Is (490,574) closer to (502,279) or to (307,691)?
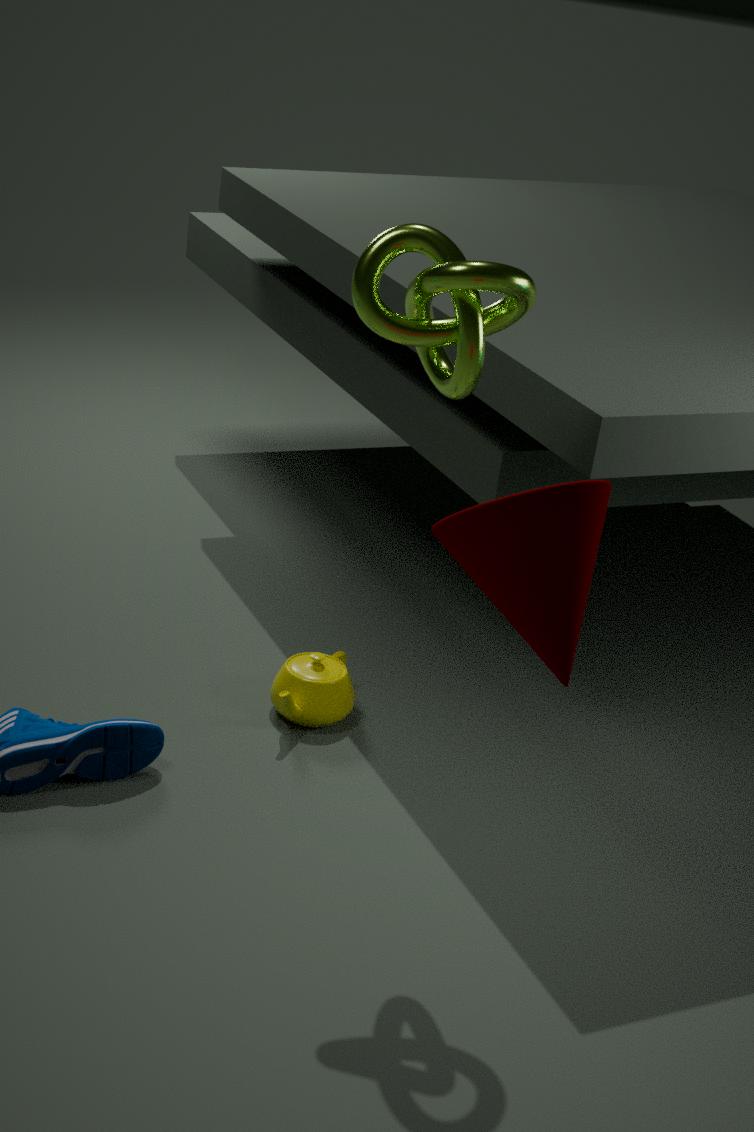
(502,279)
